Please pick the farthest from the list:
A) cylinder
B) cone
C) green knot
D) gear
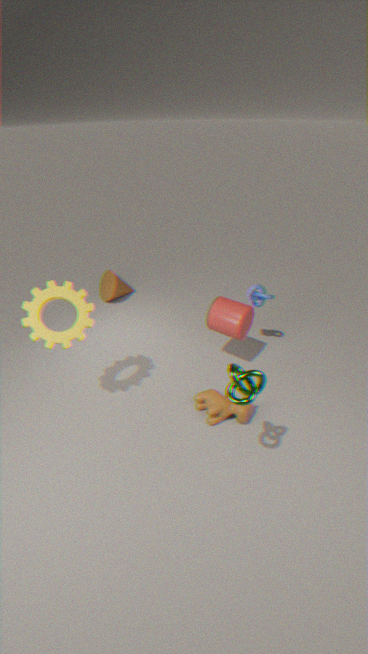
cone
